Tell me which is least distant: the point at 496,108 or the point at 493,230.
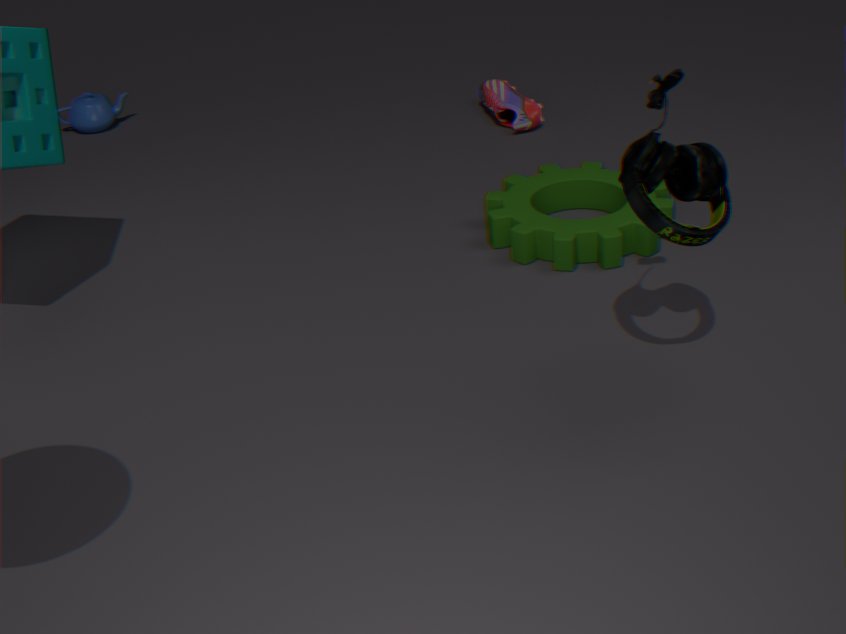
the point at 493,230
